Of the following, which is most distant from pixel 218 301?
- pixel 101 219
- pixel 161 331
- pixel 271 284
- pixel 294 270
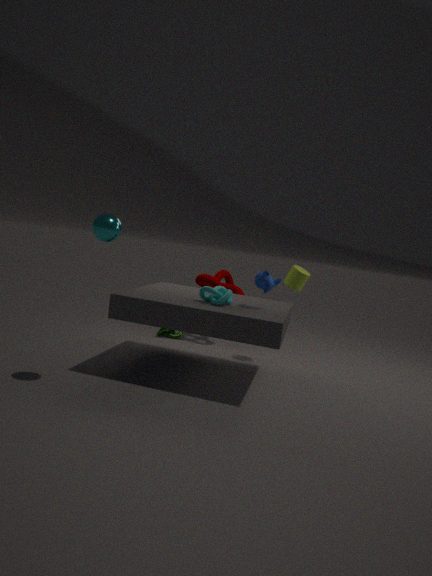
pixel 161 331
